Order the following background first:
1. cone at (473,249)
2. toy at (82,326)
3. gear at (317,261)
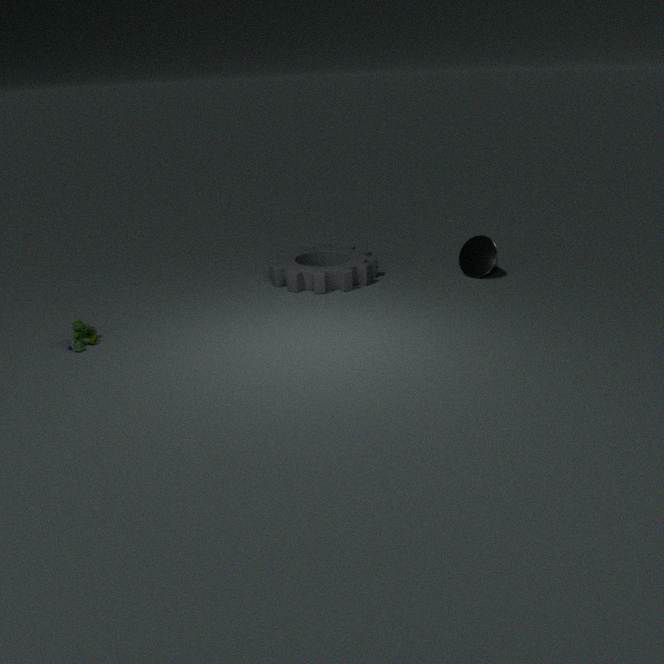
cone at (473,249) → gear at (317,261) → toy at (82,326)
